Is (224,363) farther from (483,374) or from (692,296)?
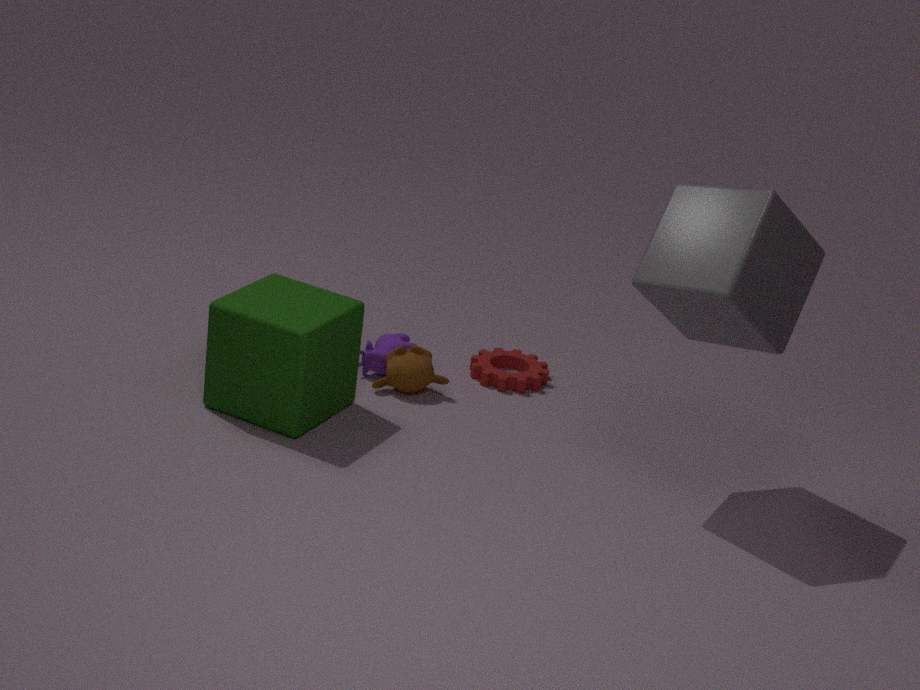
(692,296)
